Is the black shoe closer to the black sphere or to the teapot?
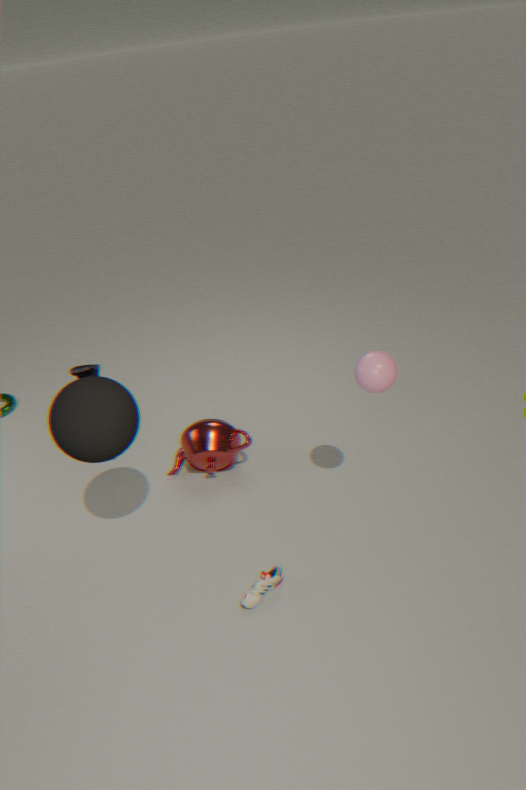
the black sphere
